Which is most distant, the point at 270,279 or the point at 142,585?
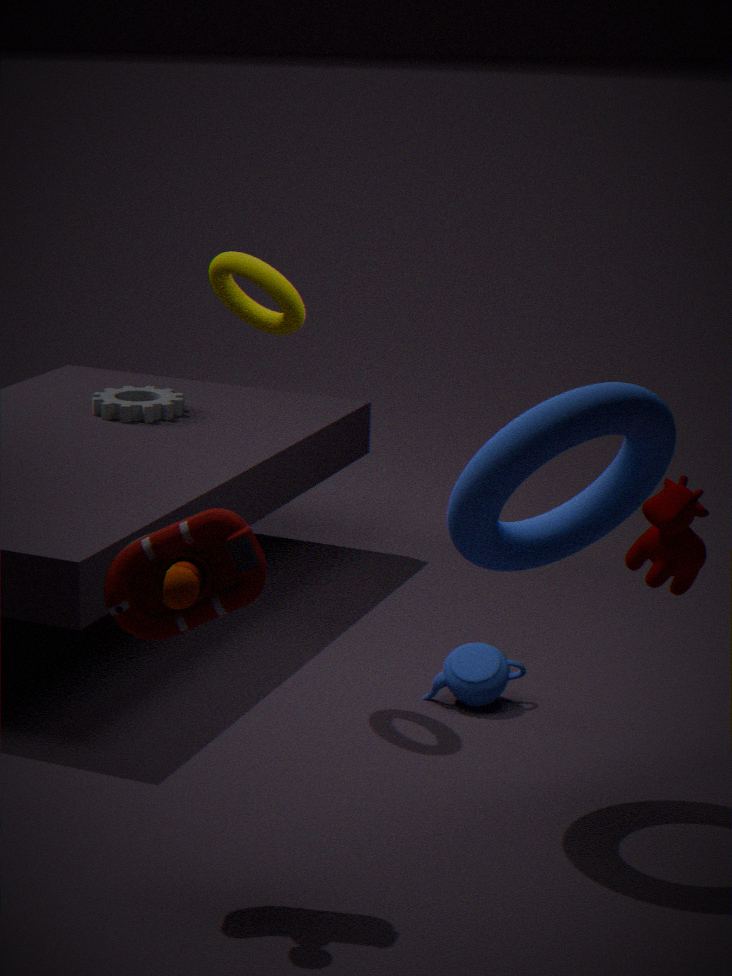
the point at 270,279
